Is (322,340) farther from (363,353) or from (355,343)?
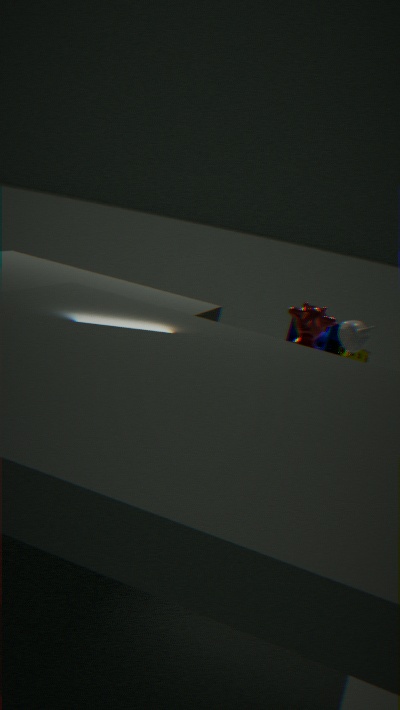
(355,343)
